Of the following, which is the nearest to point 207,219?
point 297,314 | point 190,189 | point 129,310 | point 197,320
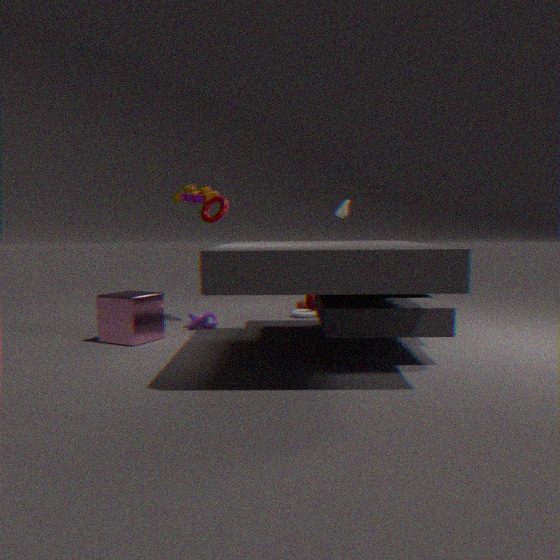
point 190,189
